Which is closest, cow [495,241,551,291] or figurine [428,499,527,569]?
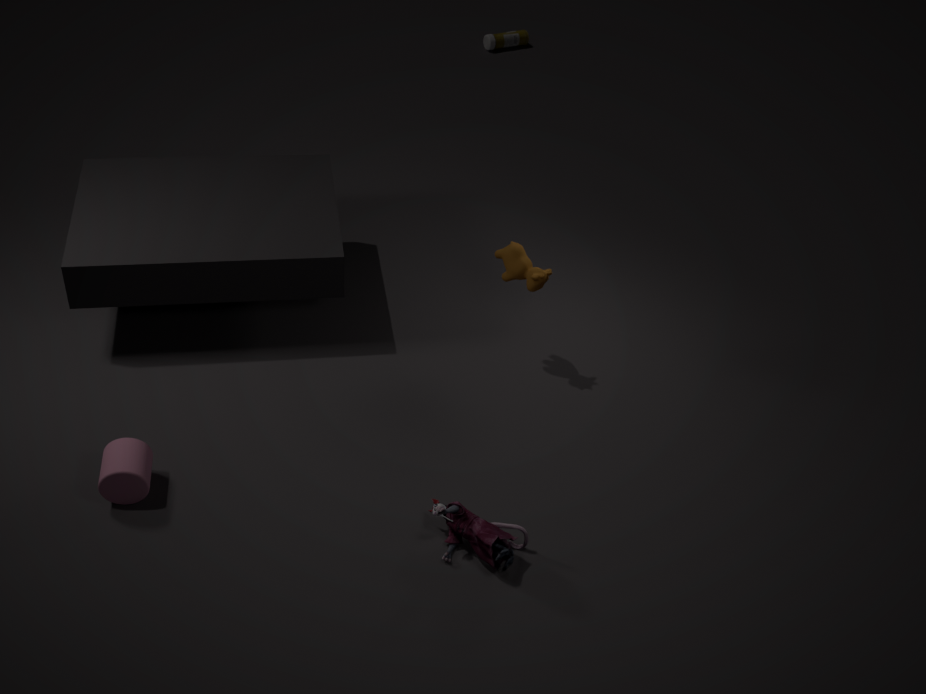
figurine [428,499,527,569]
